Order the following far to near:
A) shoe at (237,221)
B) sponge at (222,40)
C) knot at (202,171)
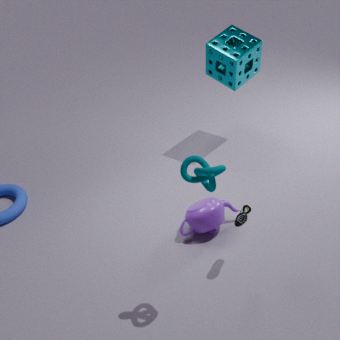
sponge at (222,40) < shoe at (237,221) < knot at (202,171)
